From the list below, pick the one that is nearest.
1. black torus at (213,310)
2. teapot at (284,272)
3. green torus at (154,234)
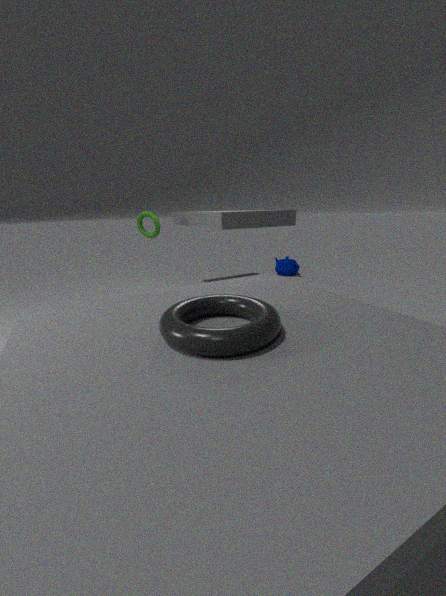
black torus at (213,310)
